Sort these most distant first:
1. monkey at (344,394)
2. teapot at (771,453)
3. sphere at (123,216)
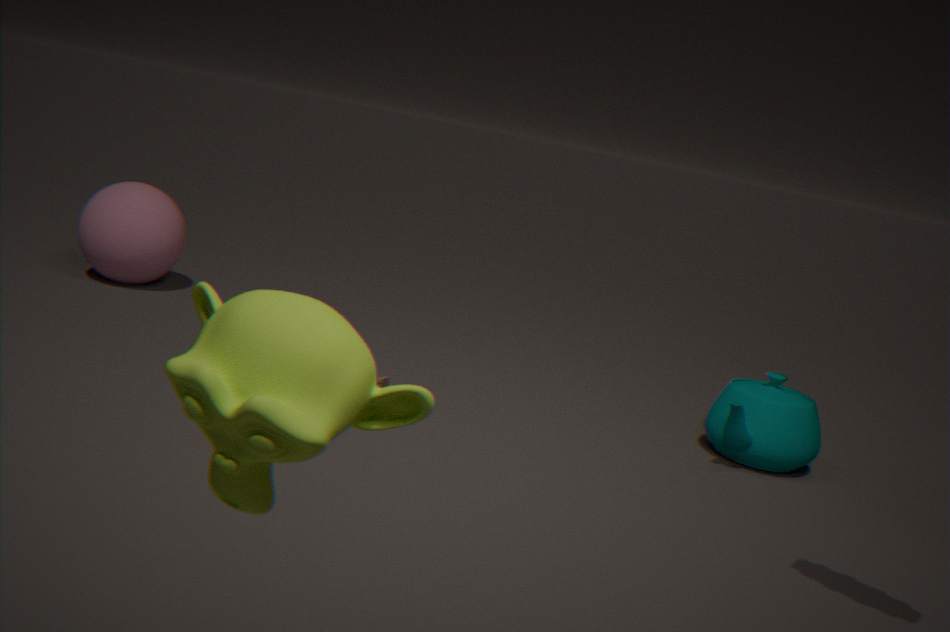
sphere at (123,216) → teapot at (771,453) → monkey at (344,394)
